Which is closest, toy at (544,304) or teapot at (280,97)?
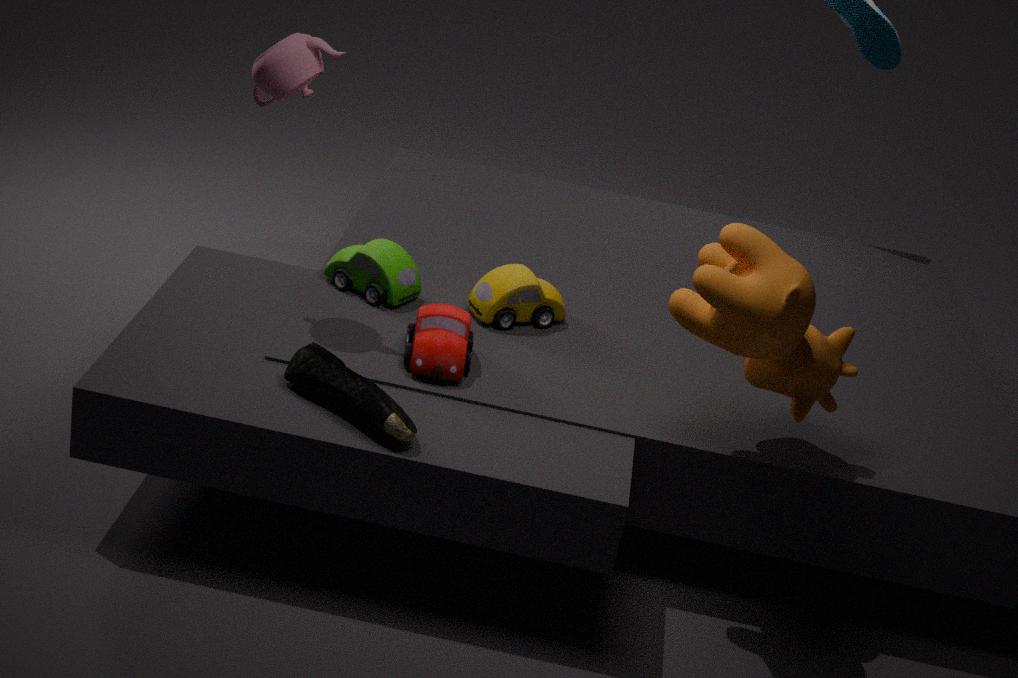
teapot at (280,97)
